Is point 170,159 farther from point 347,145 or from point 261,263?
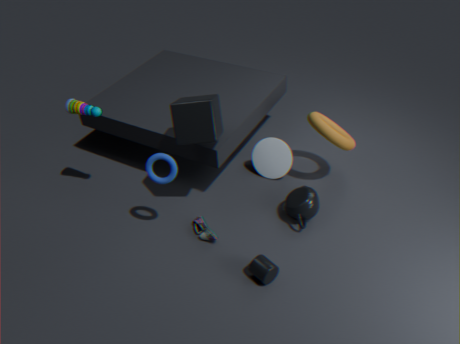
point 347,145
